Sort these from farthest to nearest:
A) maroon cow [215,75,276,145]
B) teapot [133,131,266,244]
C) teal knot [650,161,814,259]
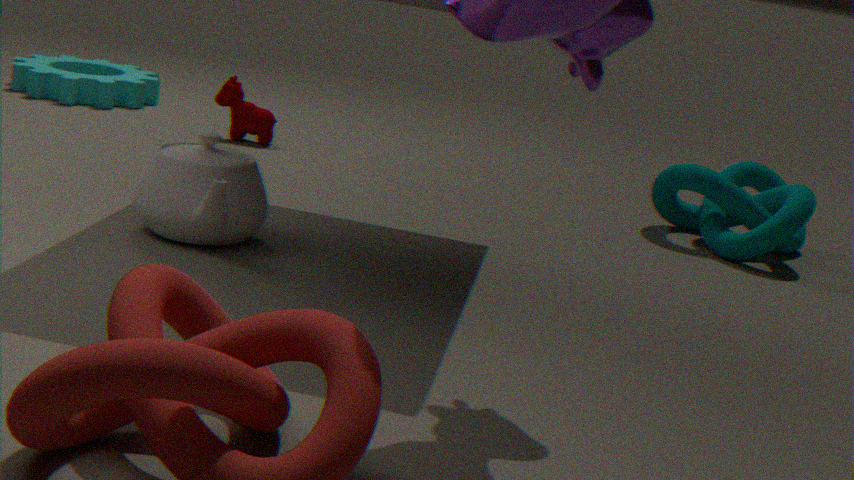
maroon cow [215,75,276,145] < teal knot [650,161,814,259] < teapot [133,131,266,244]
